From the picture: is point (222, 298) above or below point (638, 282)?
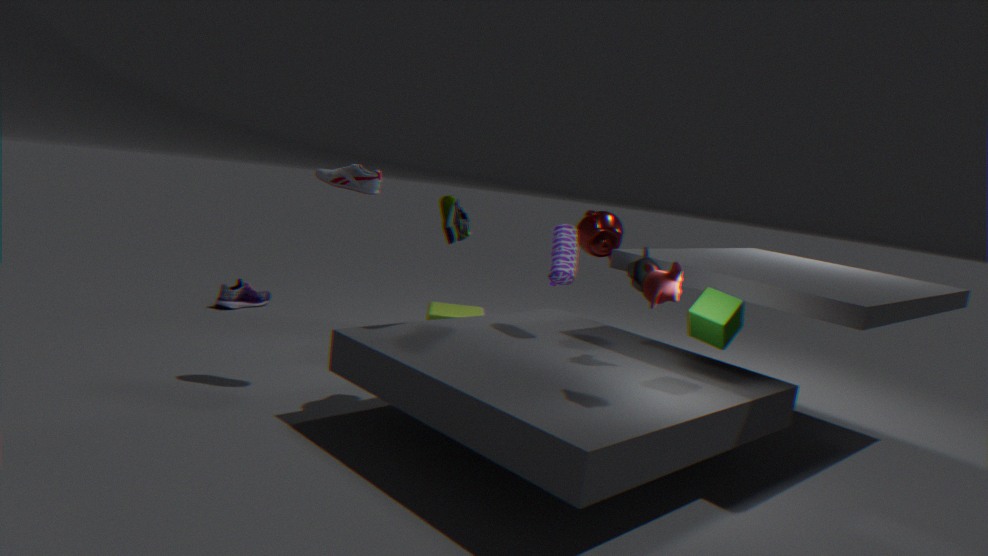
below
